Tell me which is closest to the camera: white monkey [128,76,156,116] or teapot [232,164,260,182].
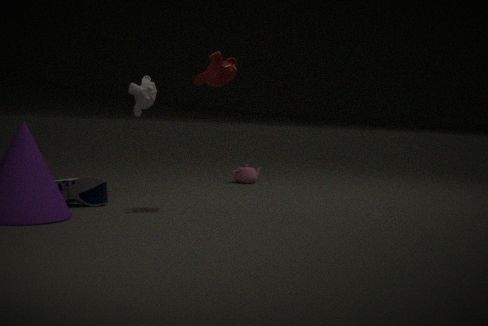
white monkey [128,76,156,116]
